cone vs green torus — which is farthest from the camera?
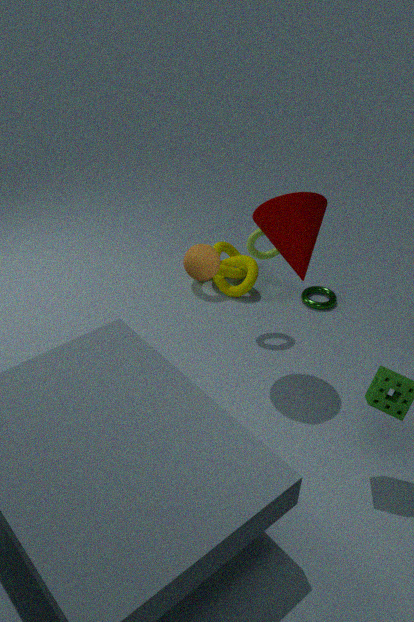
green torus
